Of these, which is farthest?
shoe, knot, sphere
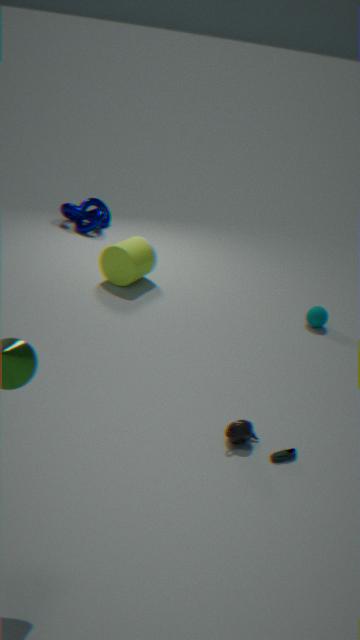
knot
